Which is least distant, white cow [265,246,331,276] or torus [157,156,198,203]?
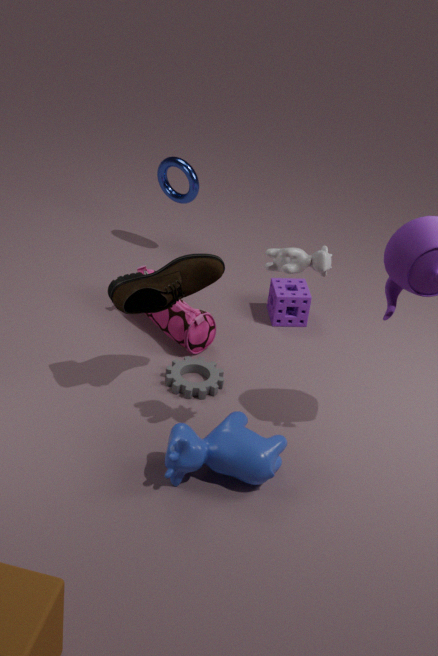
white cow [265,246,331,276]
